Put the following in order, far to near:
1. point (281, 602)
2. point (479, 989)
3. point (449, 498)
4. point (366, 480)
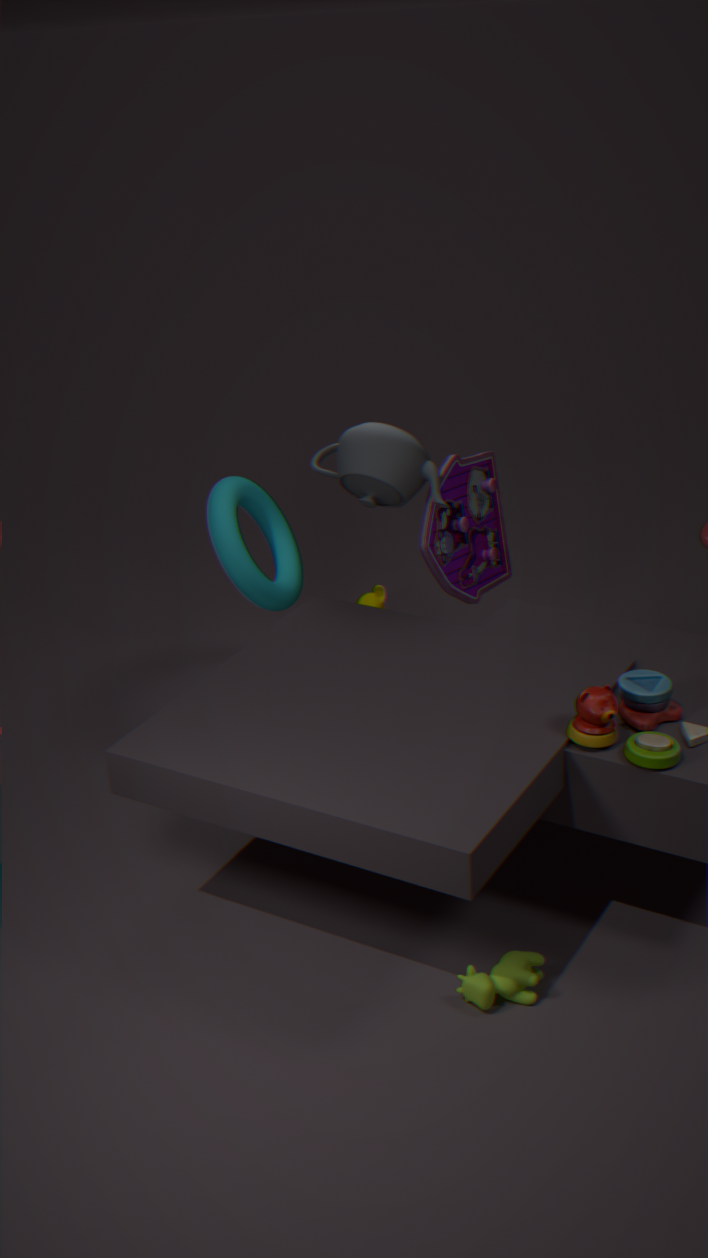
point (281, 602)
point (449, 498)
point (366, 480)
point (479, 989)
